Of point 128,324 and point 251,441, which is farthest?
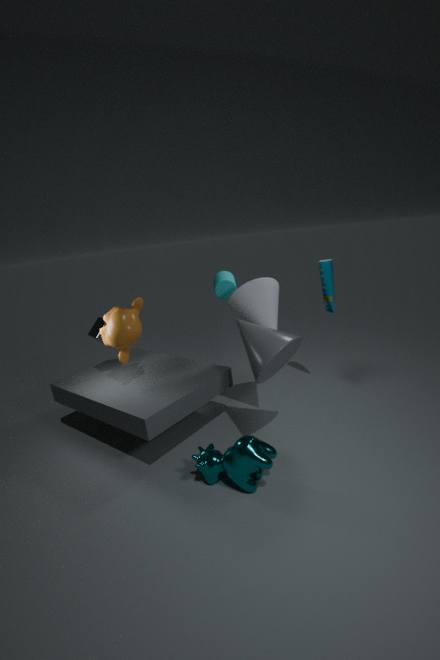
point 128,324
